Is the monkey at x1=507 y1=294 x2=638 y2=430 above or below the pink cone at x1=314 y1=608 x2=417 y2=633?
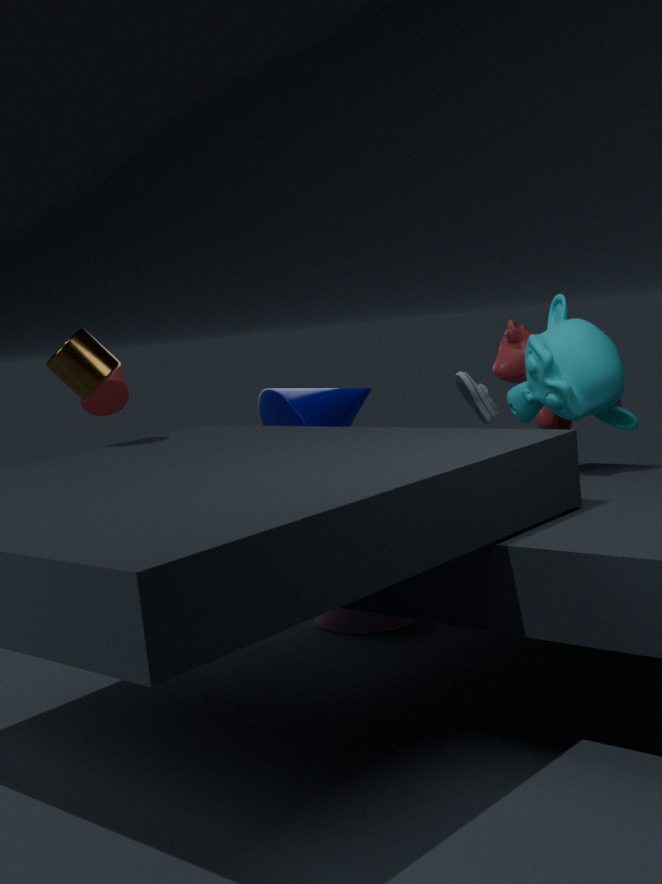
above
